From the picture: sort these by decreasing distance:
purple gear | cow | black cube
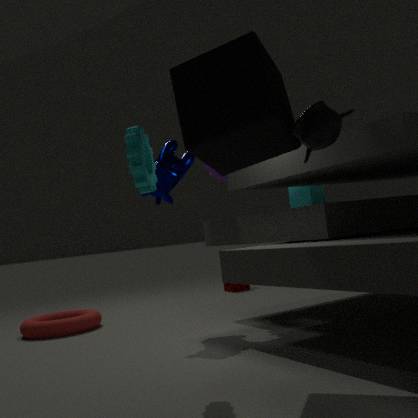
purple gear, cow, black cube
